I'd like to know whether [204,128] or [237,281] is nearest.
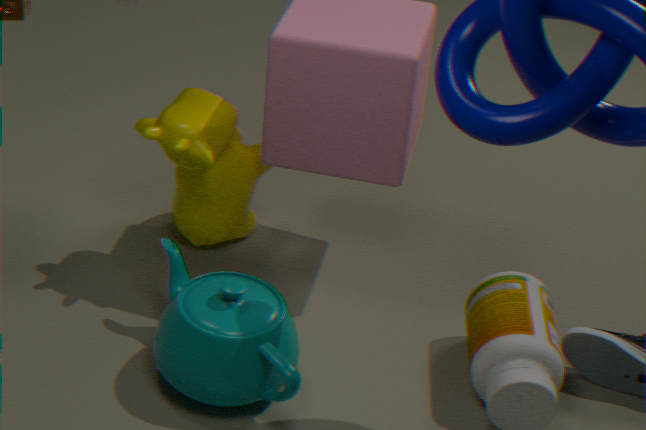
[237,281]
